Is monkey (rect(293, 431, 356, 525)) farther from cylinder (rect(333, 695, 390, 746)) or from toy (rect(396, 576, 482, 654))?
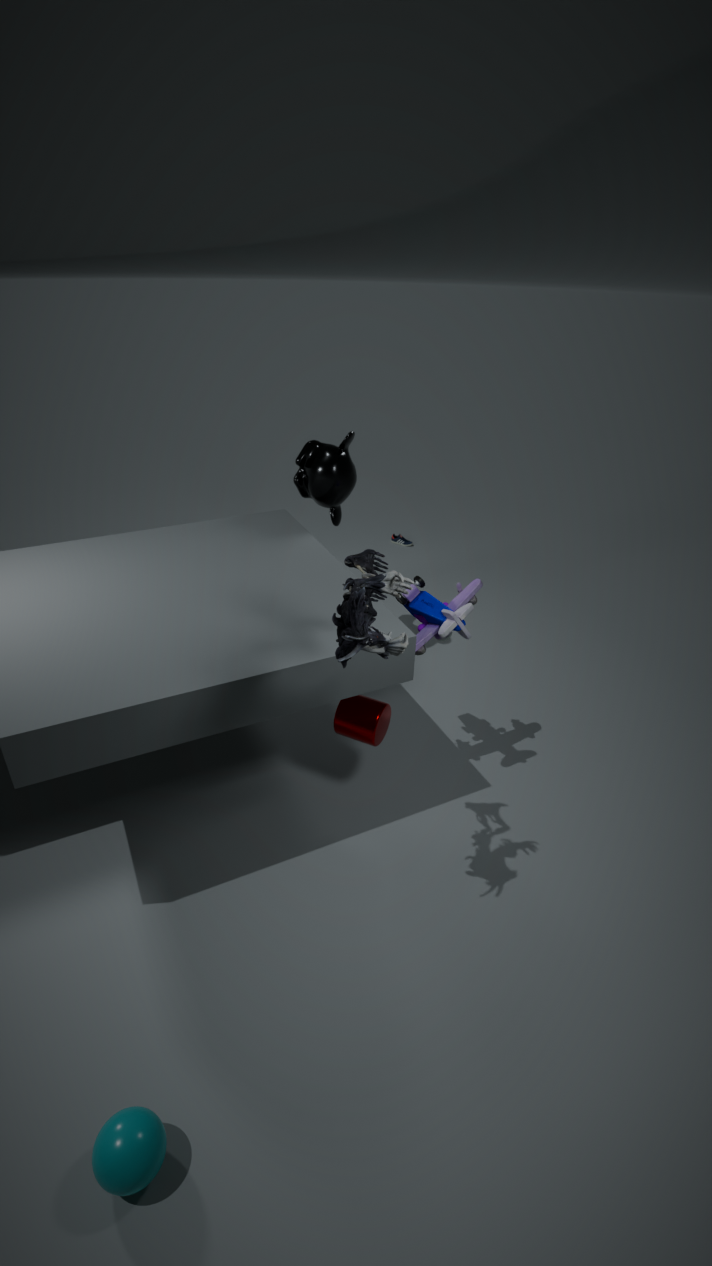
cylinder (rect(333, 695, 390, 746))
